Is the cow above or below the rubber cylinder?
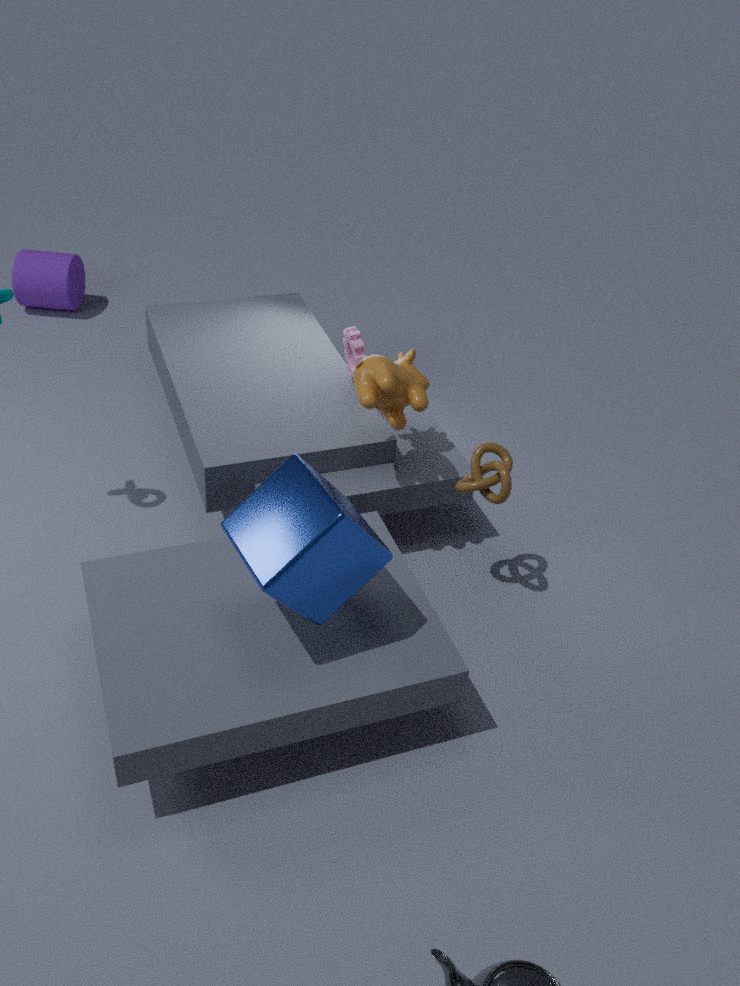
above
